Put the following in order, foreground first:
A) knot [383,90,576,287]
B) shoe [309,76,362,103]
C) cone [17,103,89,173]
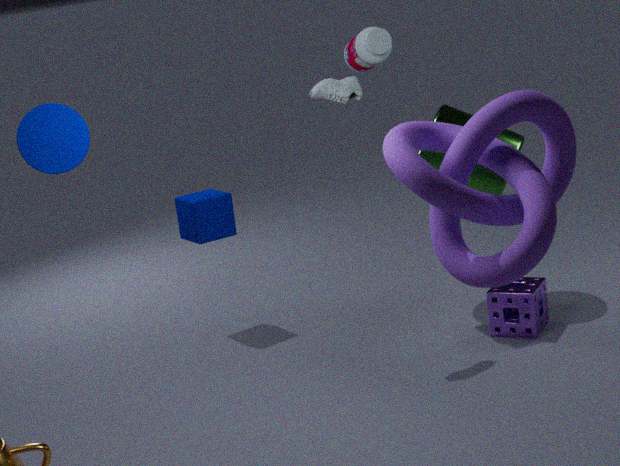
knot [383,90,576,287], cone [17,103,89,173], shoe [309,76,362,103]
